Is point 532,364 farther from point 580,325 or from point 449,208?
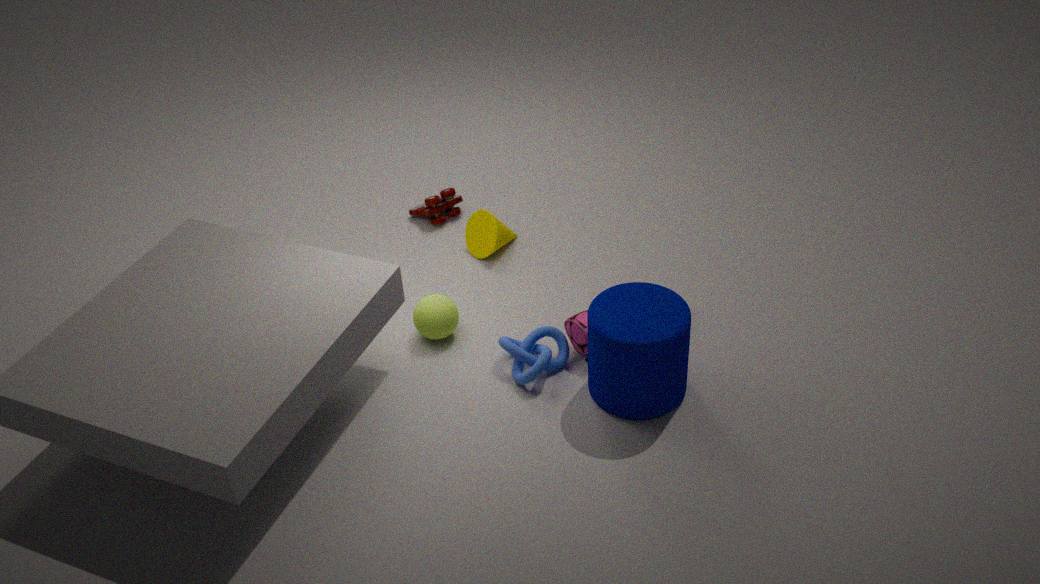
point 449,208
